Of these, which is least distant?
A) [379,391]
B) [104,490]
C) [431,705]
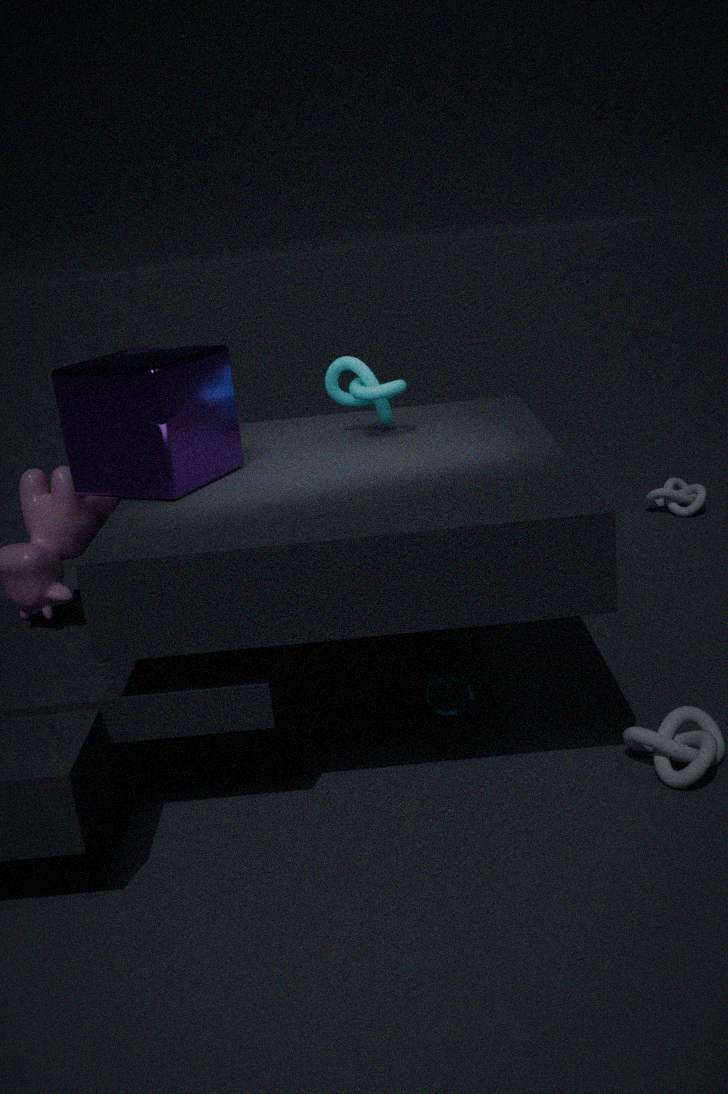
[104,490]
